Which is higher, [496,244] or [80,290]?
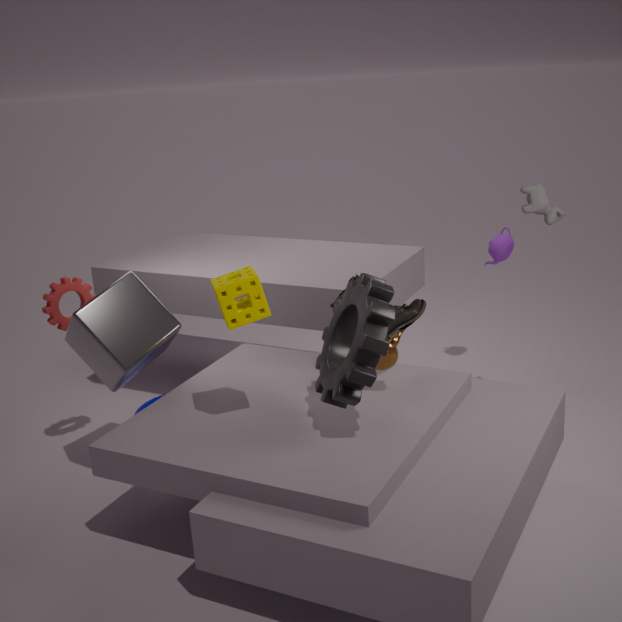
[80,290]
